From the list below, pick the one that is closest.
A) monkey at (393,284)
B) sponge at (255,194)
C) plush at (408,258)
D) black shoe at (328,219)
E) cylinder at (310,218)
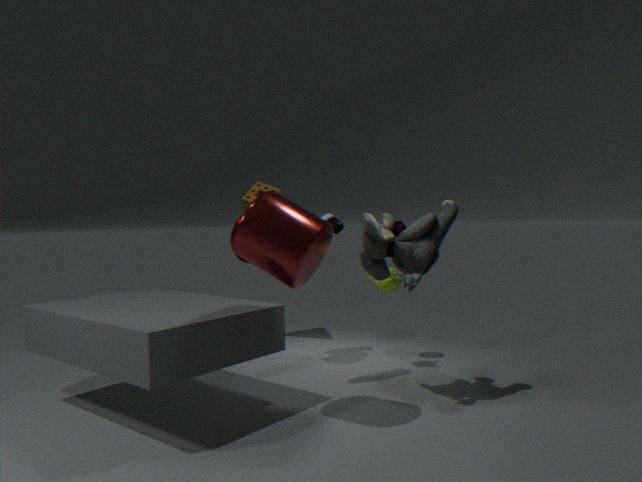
cylinder at (310,218)
